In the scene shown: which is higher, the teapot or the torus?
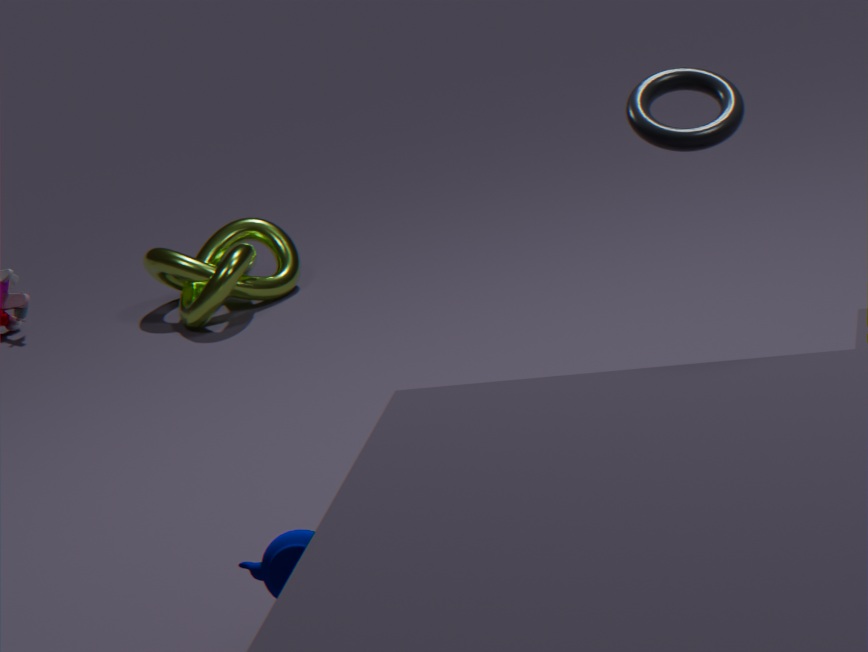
the torus
